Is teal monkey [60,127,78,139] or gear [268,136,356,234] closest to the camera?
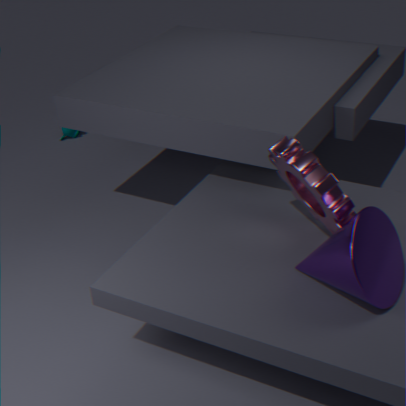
gear [268,136,356,234]
